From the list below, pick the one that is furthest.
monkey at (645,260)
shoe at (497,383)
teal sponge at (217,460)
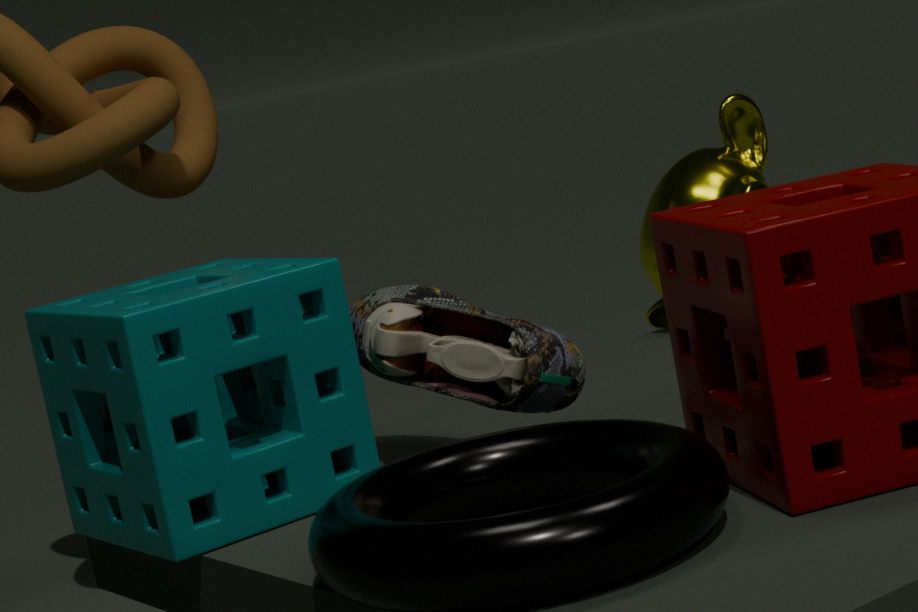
monkey at (645,260)
